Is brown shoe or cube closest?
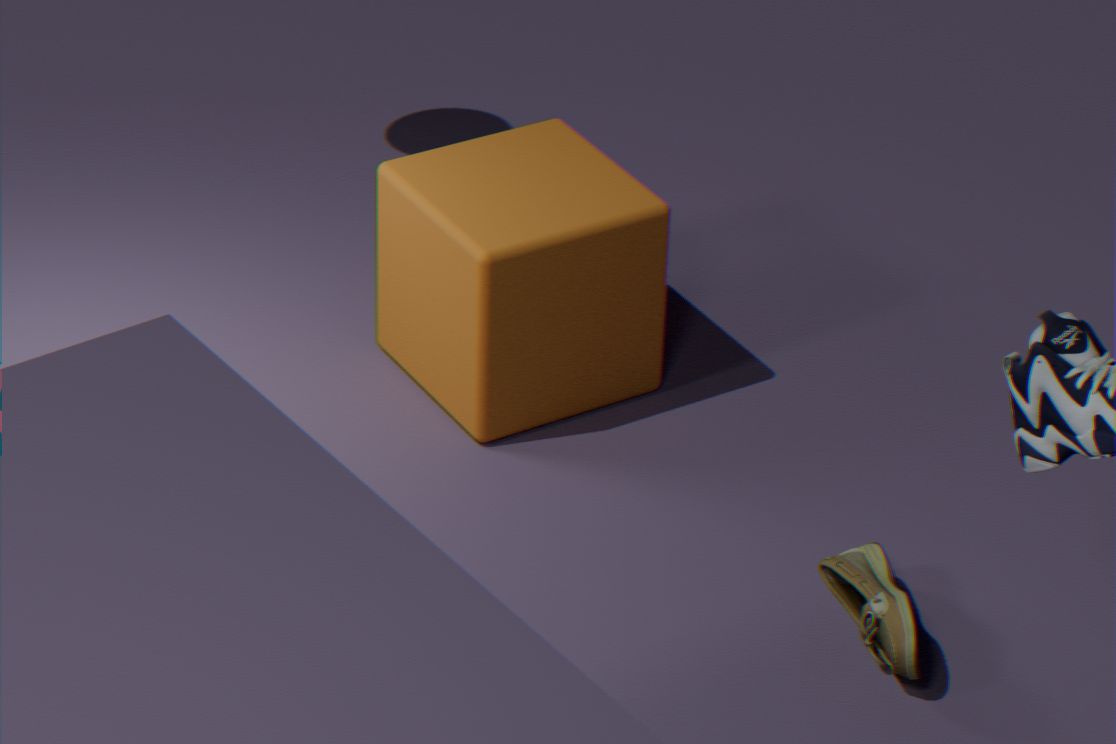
brown shoe
